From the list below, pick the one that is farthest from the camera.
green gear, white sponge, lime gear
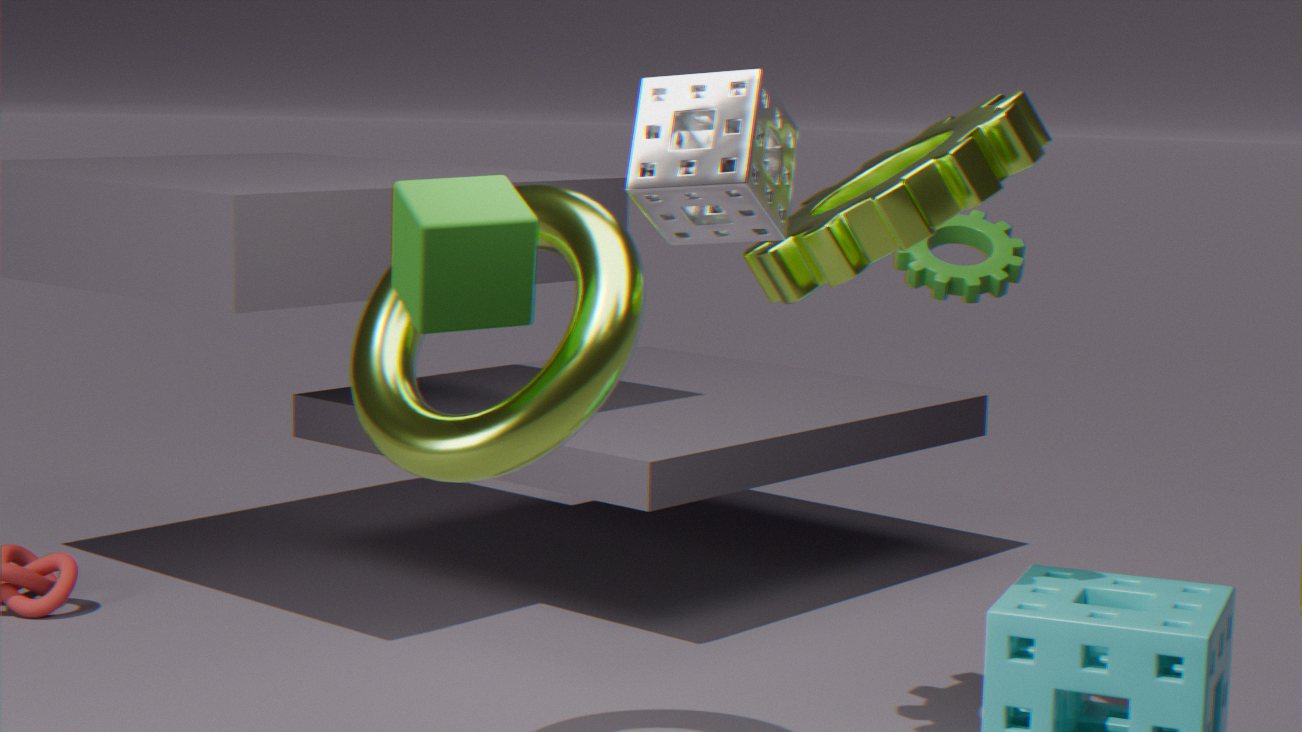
green gear
